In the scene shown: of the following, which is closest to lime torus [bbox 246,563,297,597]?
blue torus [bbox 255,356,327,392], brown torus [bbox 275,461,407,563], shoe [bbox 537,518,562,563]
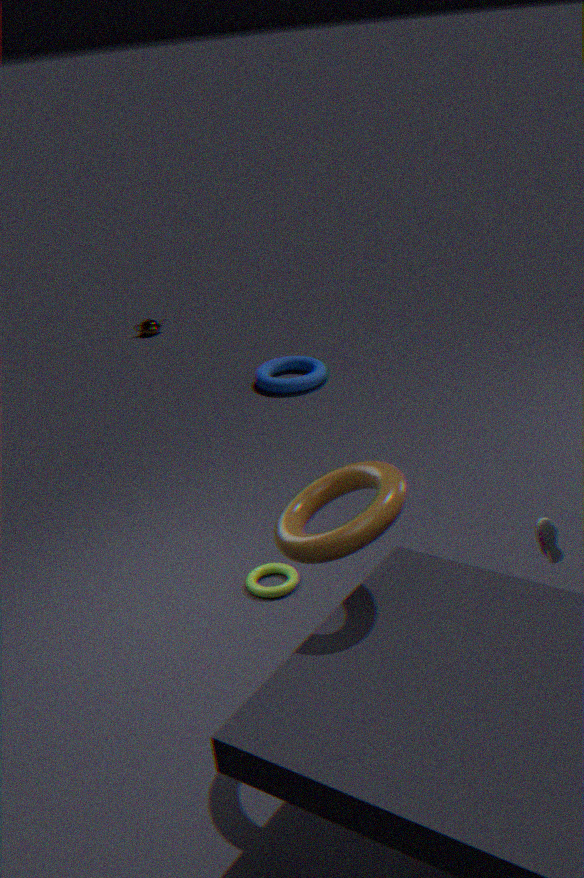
brown torus [bbox 275,461,407,563]
